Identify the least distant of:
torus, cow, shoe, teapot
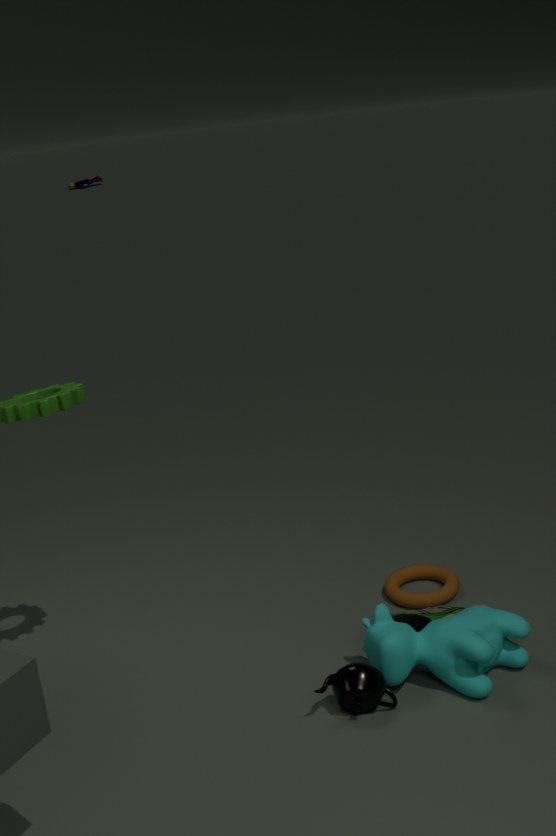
teapot
